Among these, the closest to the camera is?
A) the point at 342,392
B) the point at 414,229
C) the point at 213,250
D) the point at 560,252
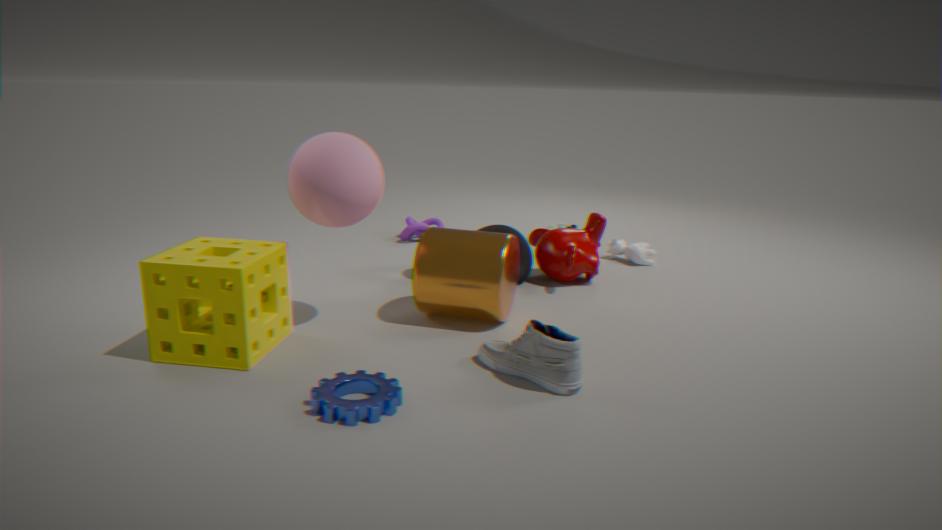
the point at 342,392
